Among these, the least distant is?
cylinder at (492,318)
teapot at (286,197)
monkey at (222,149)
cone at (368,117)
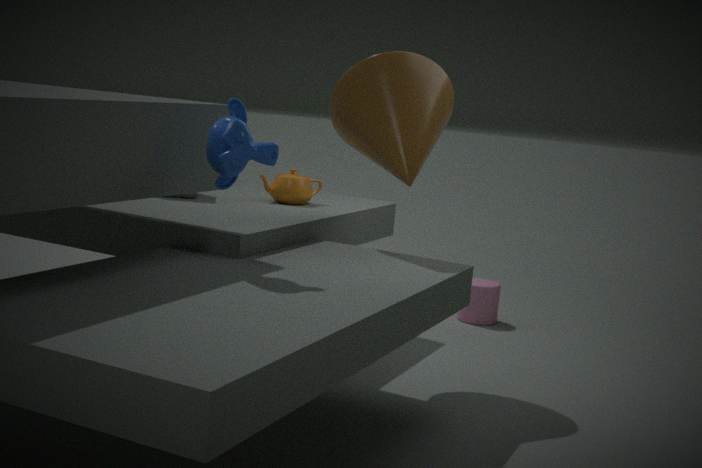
monkey at (222,149)
